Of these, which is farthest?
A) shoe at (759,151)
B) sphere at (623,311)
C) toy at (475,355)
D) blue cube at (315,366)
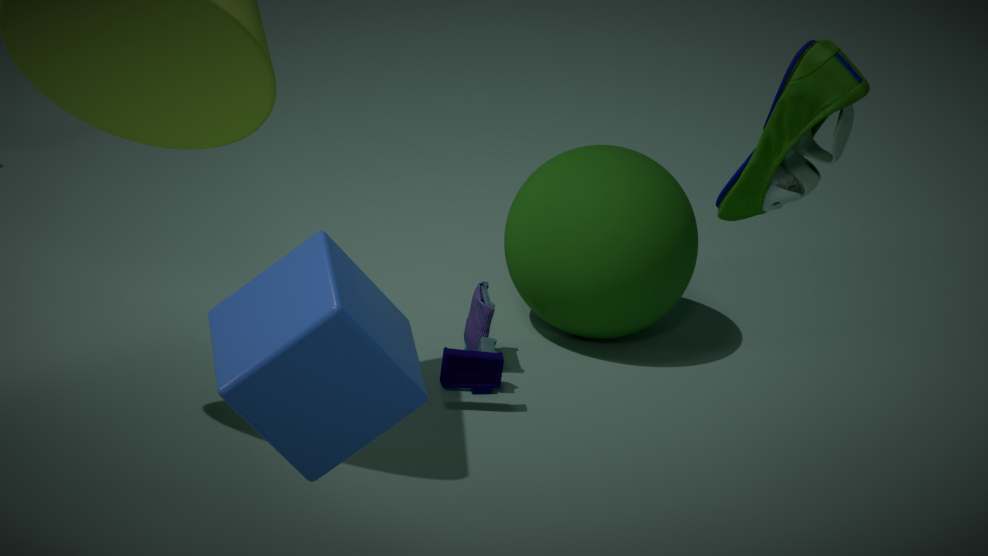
sphere at (623,311)
